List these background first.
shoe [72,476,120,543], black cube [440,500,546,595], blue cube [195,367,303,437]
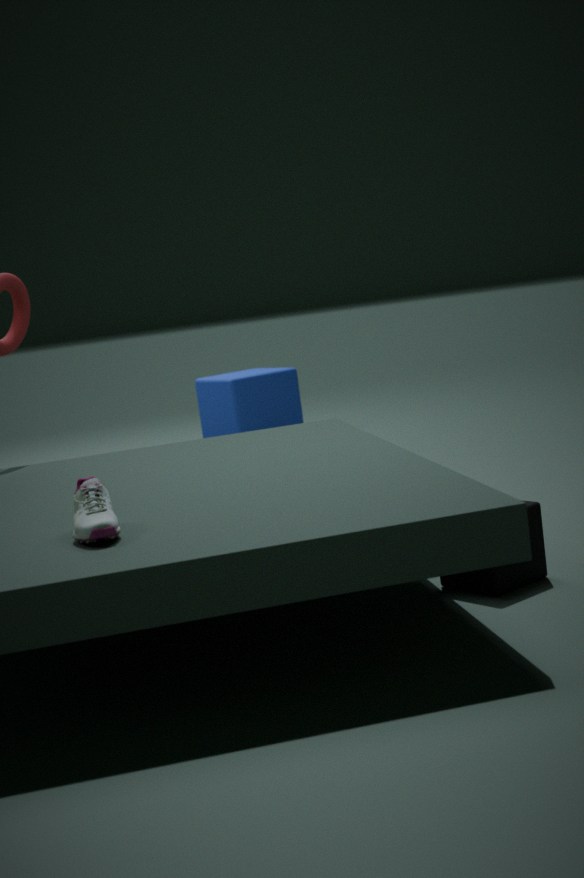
1. blue cube [195,367,303,437]
2. black cube [440,500,546,595]
3. shoe [72,476,120,543]
